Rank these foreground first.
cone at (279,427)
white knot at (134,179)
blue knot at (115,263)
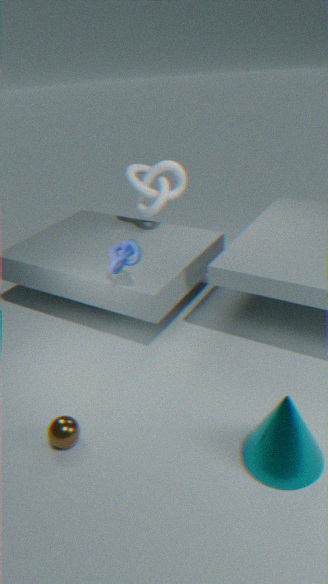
cone at (279,427) < blue knot at (115,263) < white knot at (134,179)
